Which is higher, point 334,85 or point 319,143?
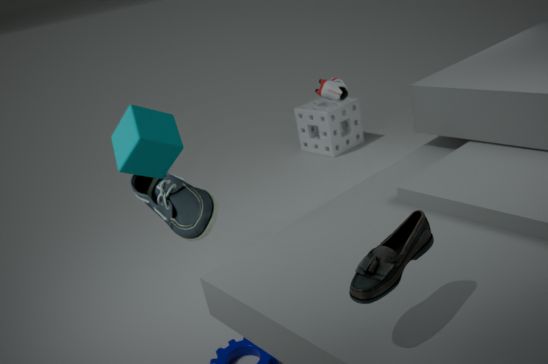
point 334,85
